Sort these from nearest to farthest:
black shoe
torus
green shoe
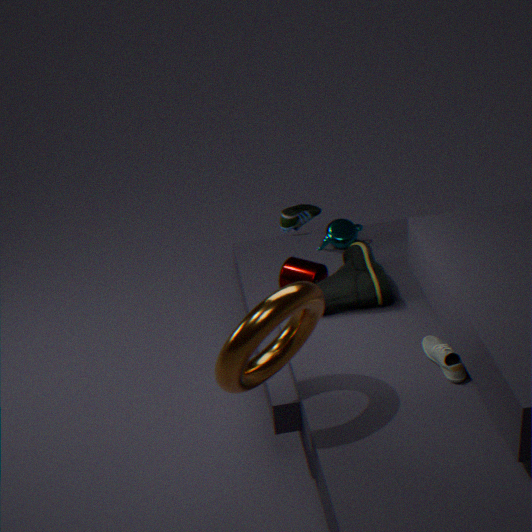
torus < black shoe < green shoe
